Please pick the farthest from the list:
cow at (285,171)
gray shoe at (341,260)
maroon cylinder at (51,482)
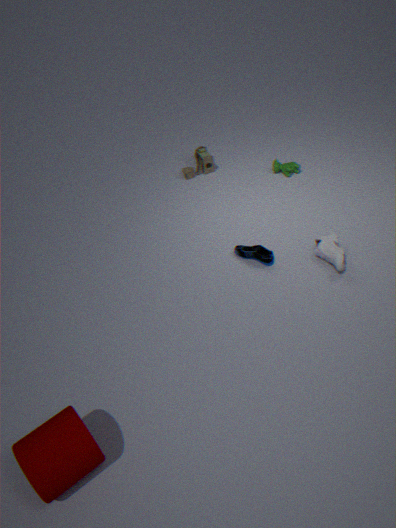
cow at (285,171)
